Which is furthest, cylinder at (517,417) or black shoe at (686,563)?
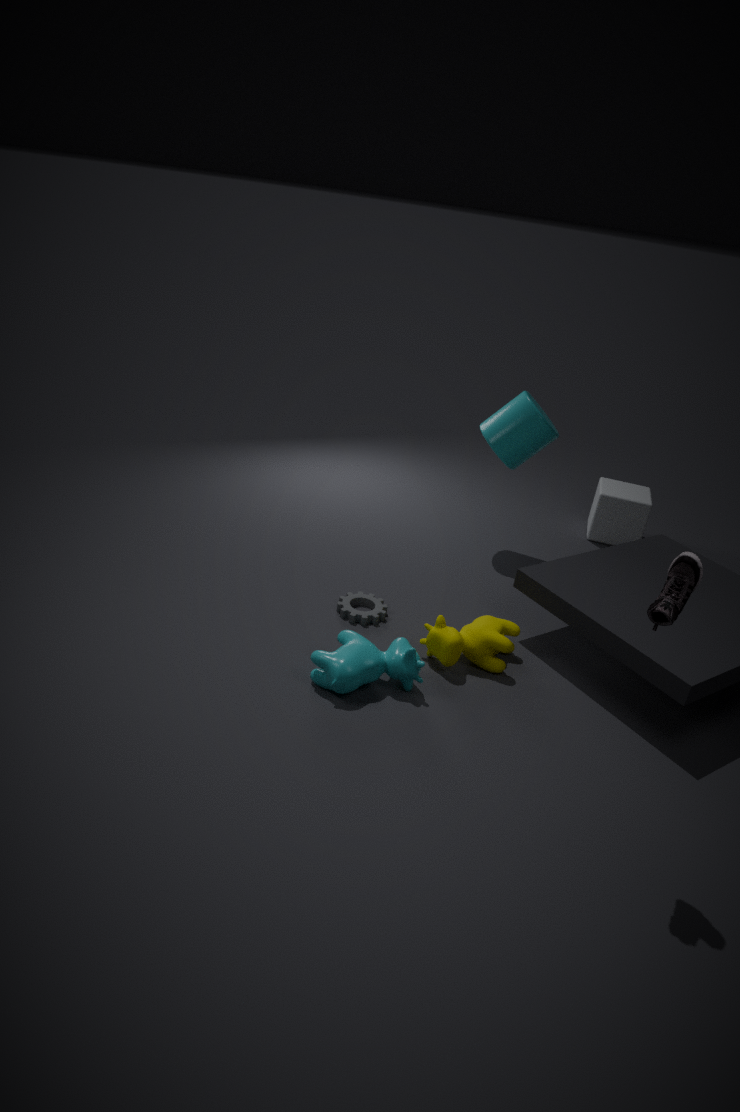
cylinder at (517,417)
